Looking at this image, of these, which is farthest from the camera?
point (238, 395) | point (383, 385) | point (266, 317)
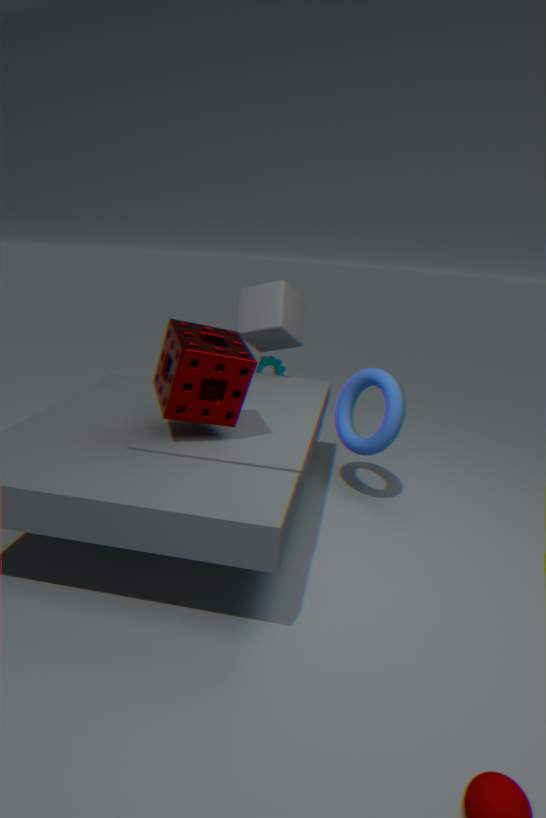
point (266, 317)
